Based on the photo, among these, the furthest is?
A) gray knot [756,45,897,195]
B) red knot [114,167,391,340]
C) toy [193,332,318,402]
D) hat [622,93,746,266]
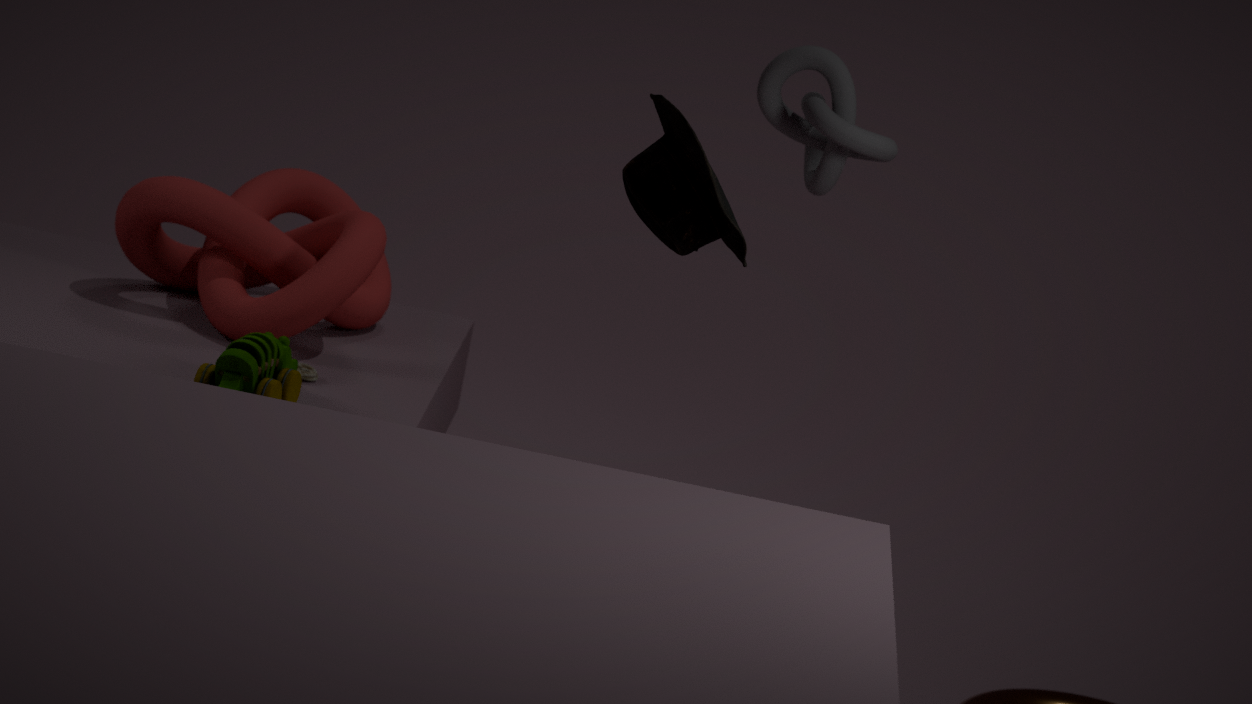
red knot [114,167,391,340]
